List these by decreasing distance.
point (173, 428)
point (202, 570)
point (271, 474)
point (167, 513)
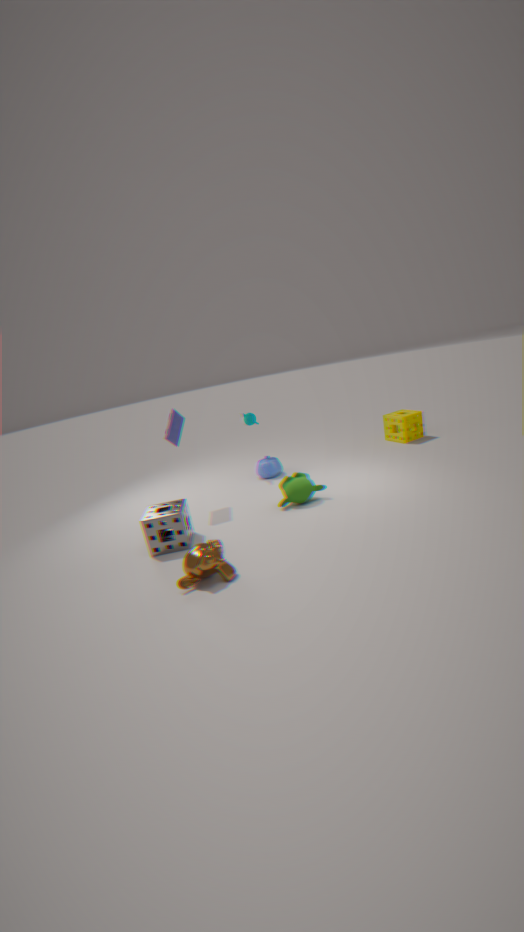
1. point (271, 474)
2. point (173, 428)
3. point (167, 513)
4. point (202, 570)
